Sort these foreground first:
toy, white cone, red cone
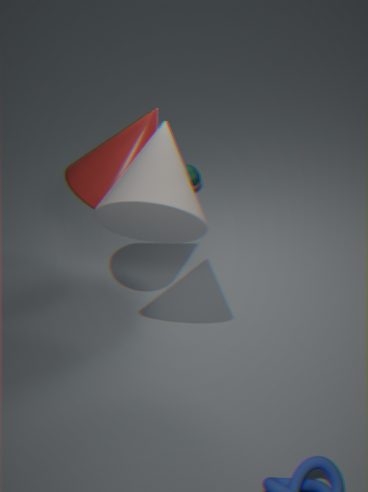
white cone → red cone → toy
